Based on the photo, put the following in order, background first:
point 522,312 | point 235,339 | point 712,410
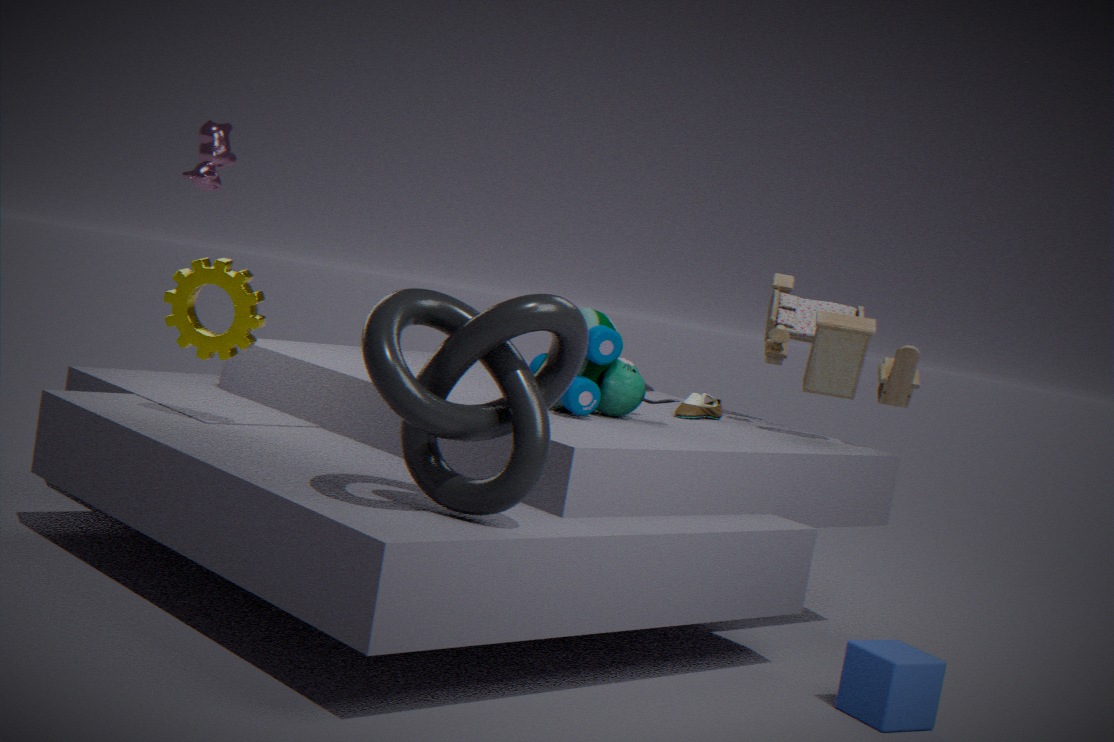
1. point 712,410
2. point 235,339
3. point 522,312
